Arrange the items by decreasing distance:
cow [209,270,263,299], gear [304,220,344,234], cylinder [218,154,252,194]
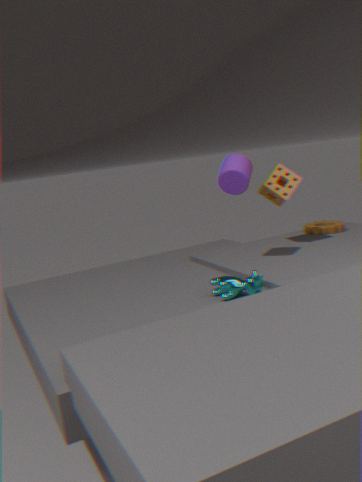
gear [304,220,344,234] < cylinder [218,154,252,194] < cow [209,270,263,299]
